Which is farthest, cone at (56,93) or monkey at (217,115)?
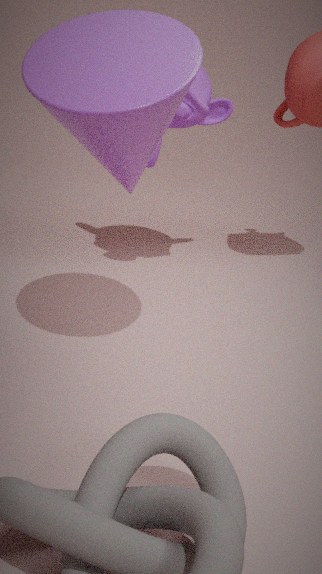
monkey at (217,115)
